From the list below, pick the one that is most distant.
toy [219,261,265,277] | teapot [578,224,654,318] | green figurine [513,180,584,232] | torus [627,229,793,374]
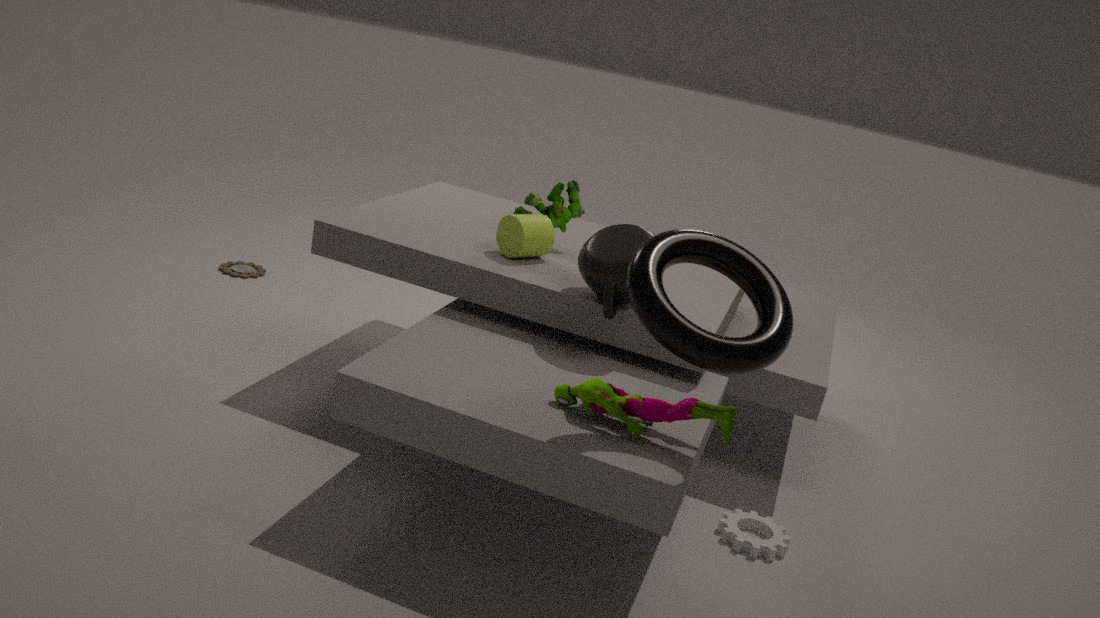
toy [219,261,265,277]
